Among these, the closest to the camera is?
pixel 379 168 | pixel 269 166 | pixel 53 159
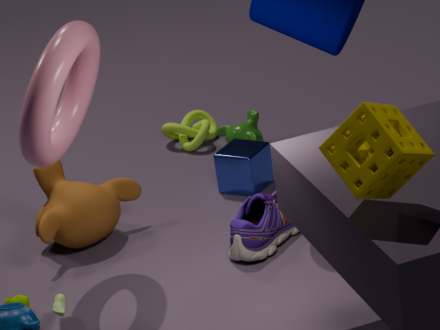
pixel 379 168
